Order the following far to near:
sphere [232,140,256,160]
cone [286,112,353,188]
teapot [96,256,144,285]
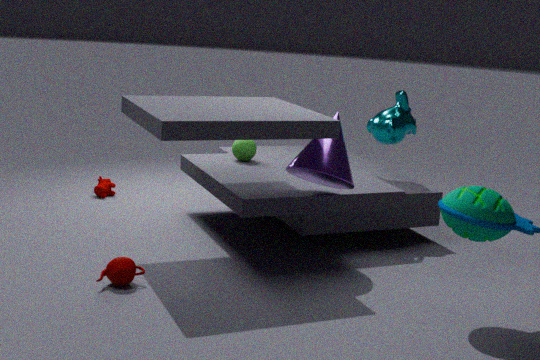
sphere [232,140,256,160], cone [286,112,353,188], teapot [96,256,144,285]
